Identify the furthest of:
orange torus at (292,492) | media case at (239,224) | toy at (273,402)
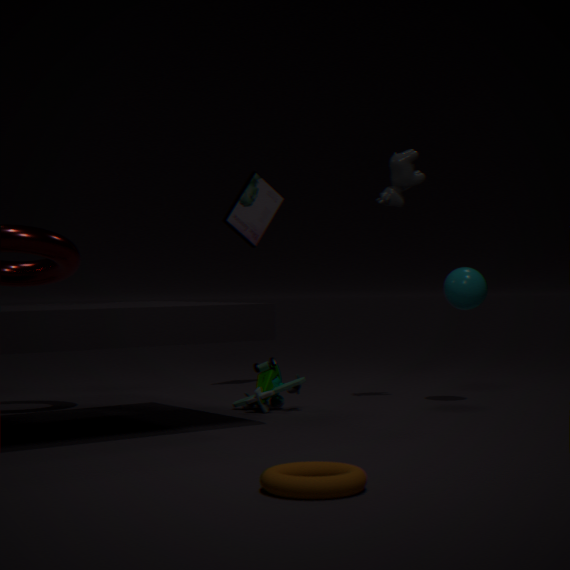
media case at (239,224)
